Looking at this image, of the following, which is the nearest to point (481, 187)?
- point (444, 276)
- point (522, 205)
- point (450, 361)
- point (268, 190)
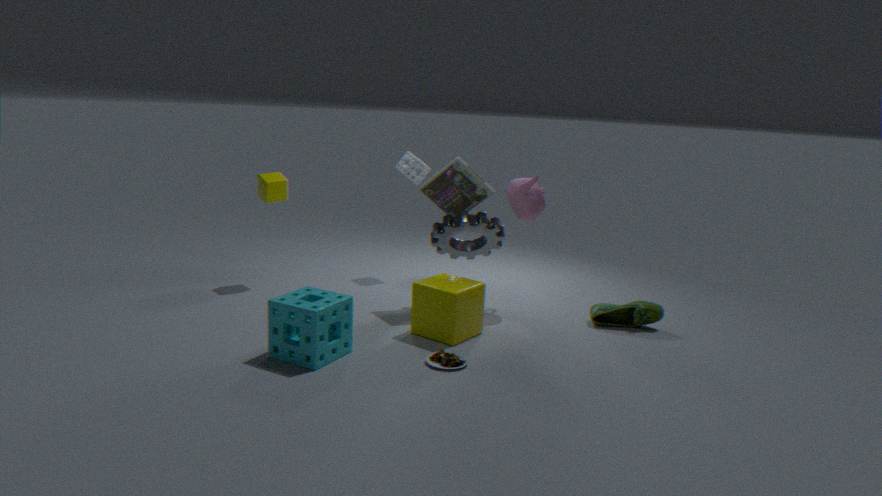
point (522, 205)
